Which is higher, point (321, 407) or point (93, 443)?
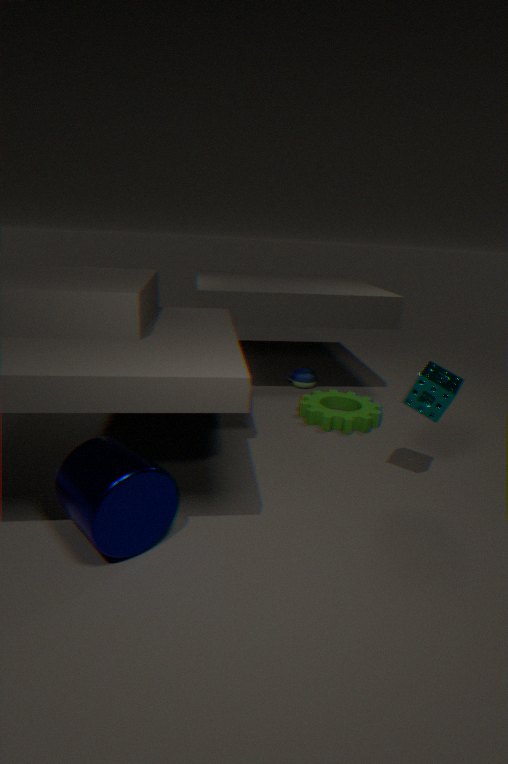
point (93, 443)
